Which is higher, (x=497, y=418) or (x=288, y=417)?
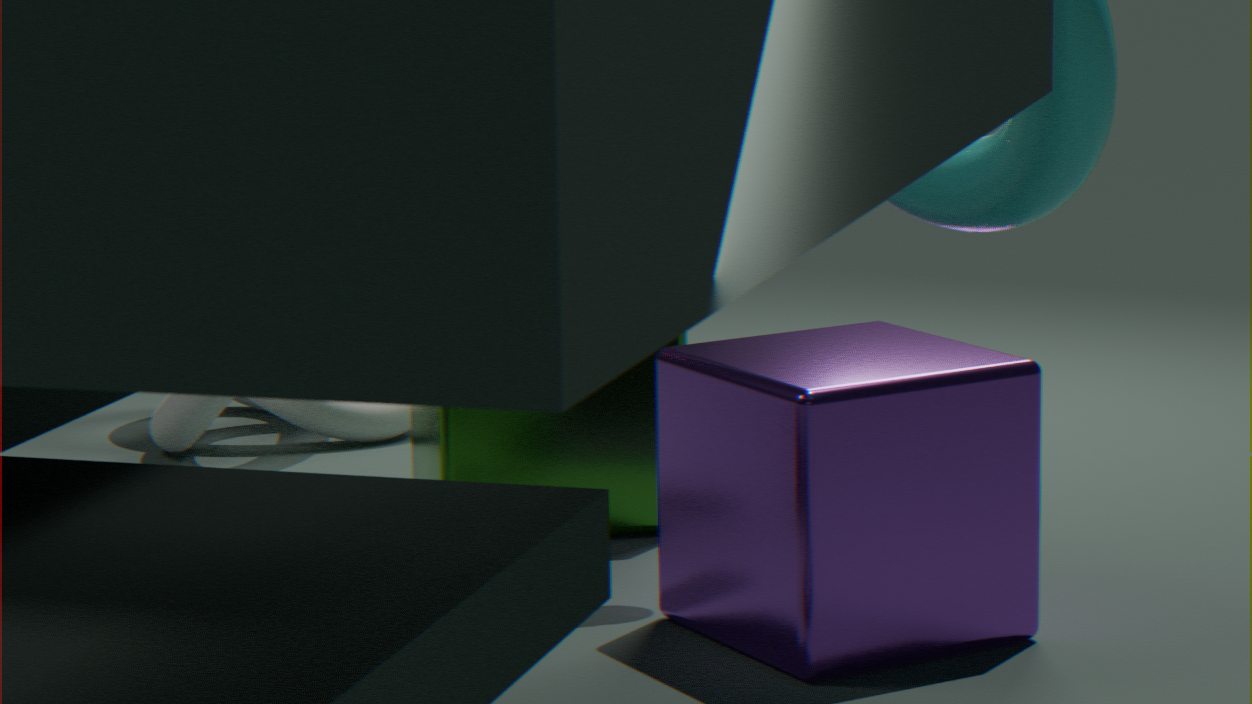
(x=497, y=418)
